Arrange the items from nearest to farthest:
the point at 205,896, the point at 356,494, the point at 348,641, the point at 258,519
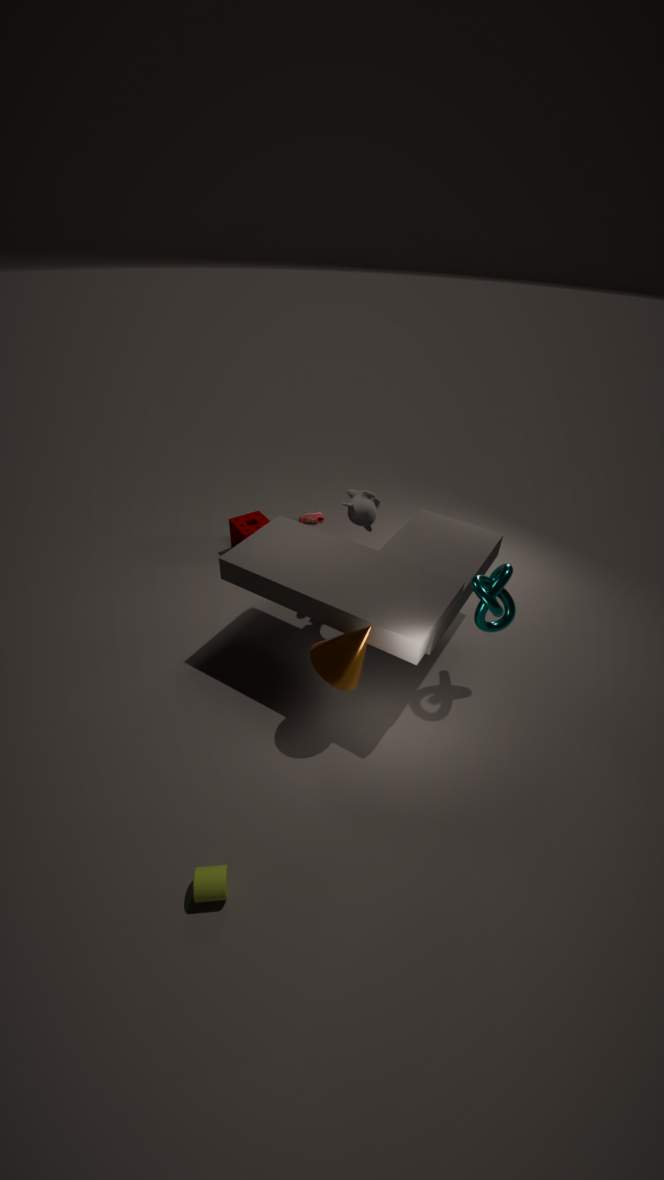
the point at 205,896
the point at 348,641
the point at 356,494
the point at 258,519
